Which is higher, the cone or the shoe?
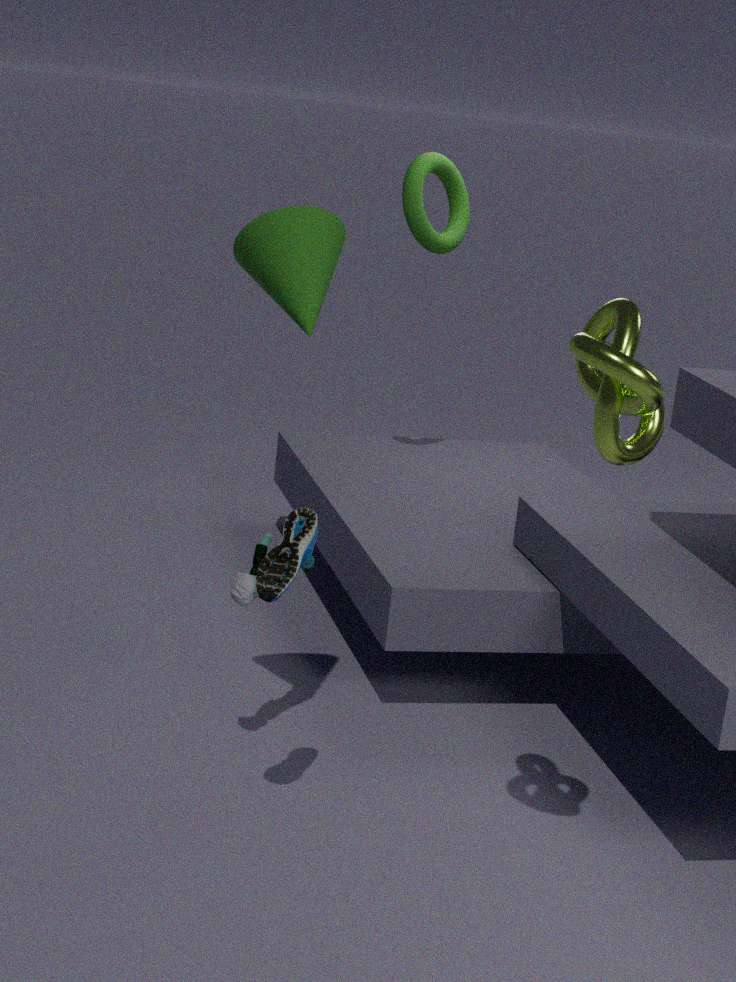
the cone
